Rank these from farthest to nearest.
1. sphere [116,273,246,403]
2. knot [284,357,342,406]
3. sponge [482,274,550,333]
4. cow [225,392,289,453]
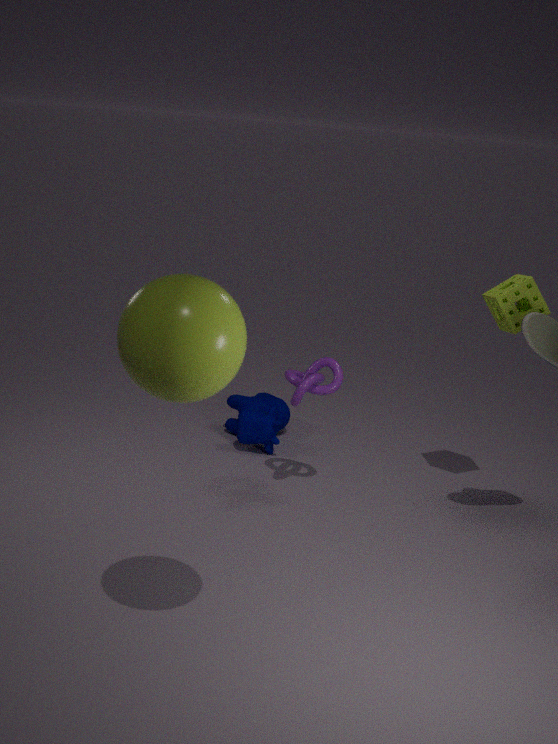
cow [225,392,289,453] < knot [284,357,342,406] < sponge [482,274,550,333] < sphere [116,273,246,403]
